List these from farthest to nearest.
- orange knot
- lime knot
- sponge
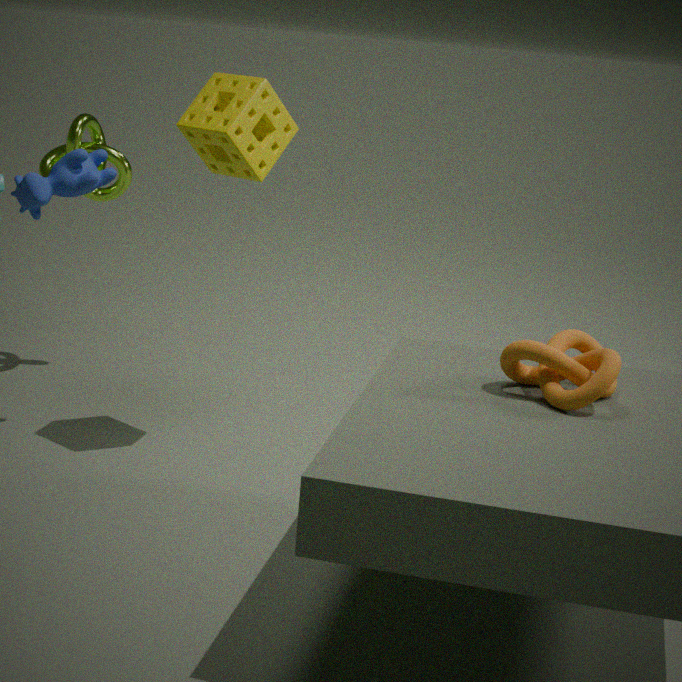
lime knot
sponge
orange knot
